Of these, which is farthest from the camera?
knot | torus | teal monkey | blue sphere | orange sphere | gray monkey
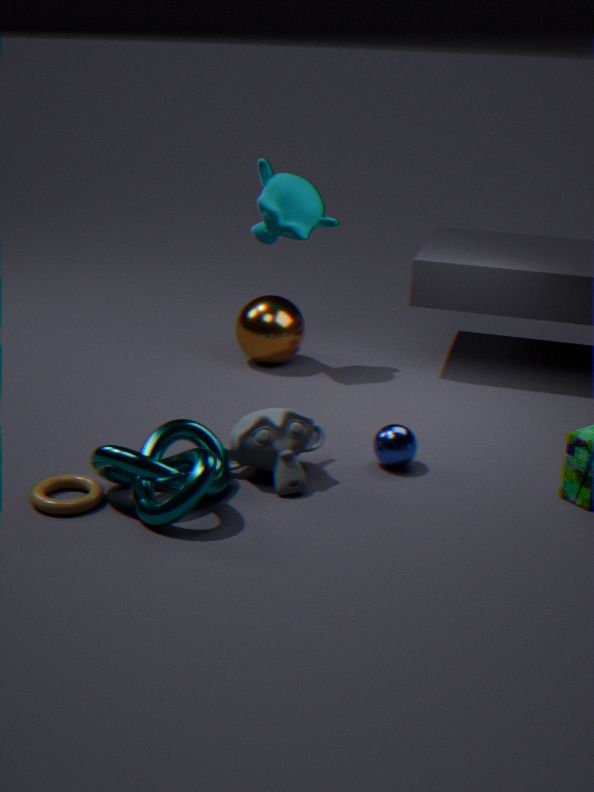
orange sphere
